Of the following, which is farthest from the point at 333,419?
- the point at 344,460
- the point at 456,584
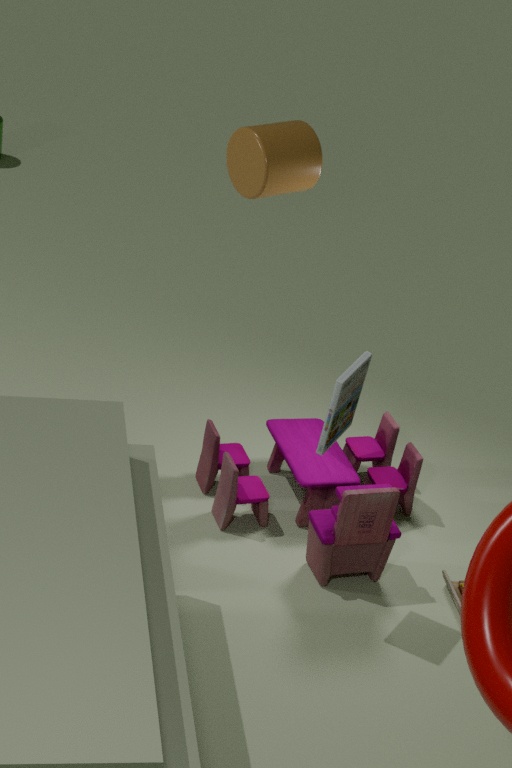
the point at 456,584
